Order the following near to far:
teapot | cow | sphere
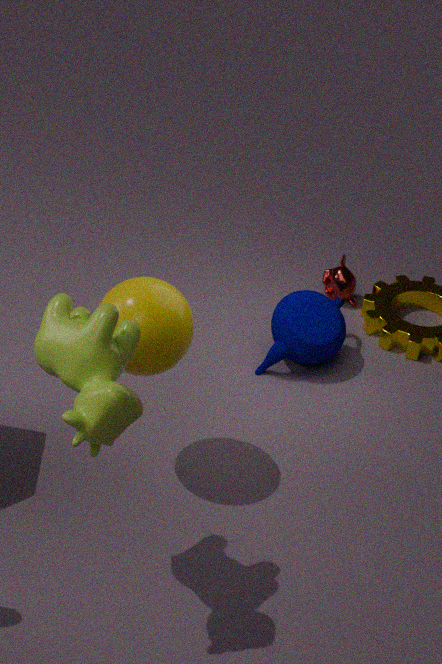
cow < sphere < teapot
